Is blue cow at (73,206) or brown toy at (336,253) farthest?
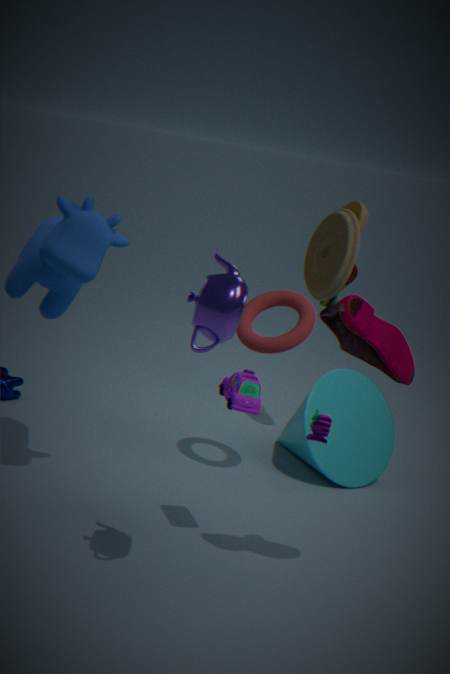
brown toy at (336,253)
